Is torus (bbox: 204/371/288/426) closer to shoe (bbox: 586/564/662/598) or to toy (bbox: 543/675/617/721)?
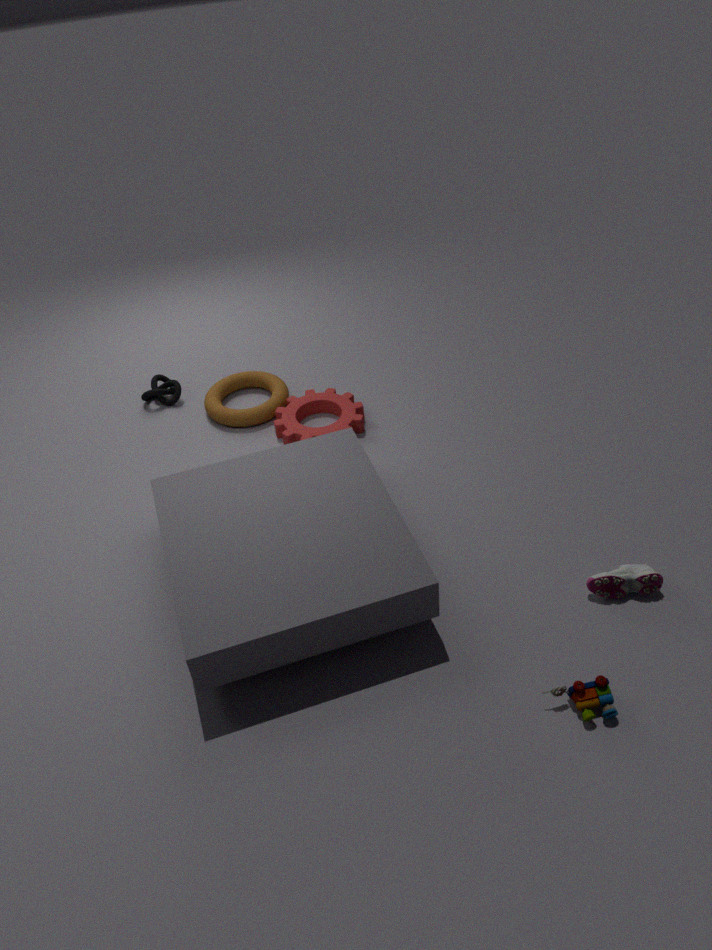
shoe (bbox: 586/564/662/598)
